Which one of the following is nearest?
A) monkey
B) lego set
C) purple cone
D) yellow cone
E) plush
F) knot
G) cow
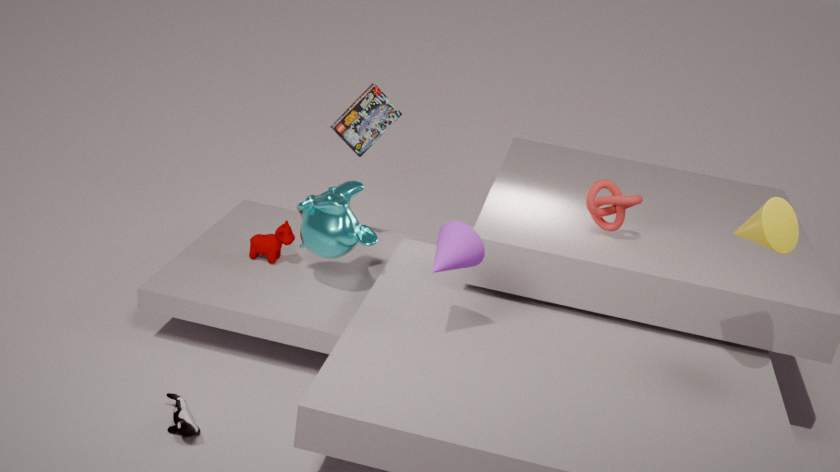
yellow cone
